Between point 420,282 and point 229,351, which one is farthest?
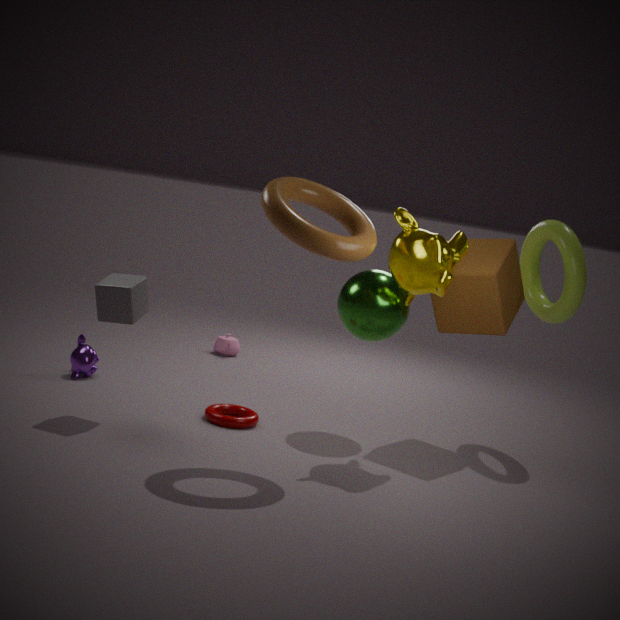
point 229,351
